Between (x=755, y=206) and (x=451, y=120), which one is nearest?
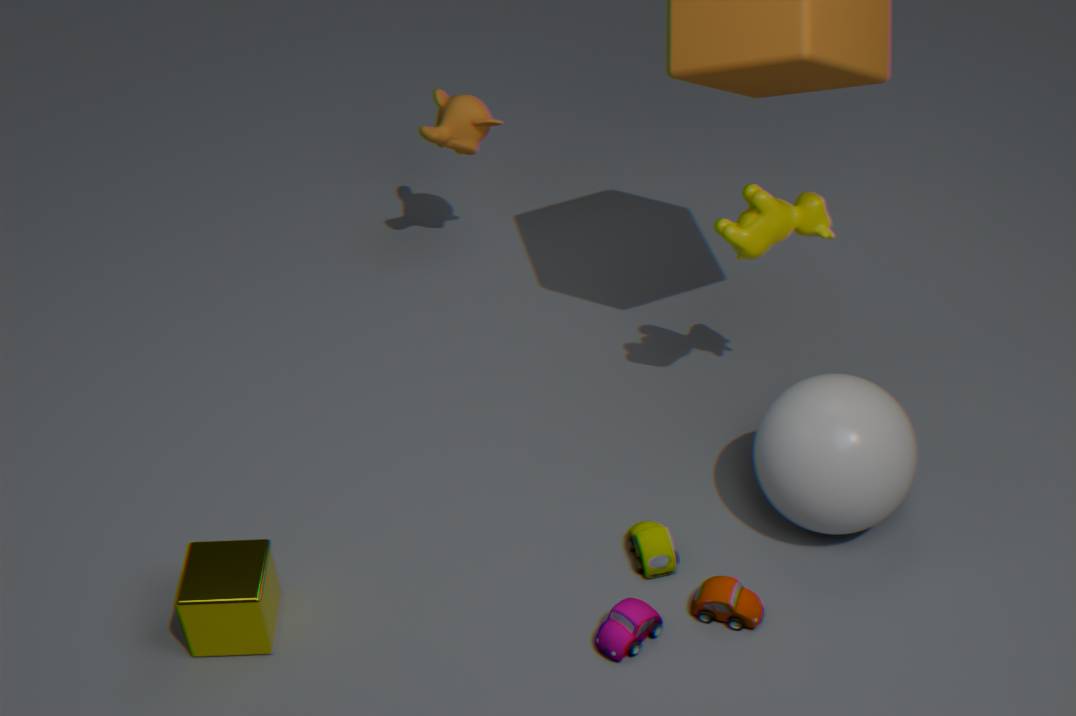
(x=755, y=206)
